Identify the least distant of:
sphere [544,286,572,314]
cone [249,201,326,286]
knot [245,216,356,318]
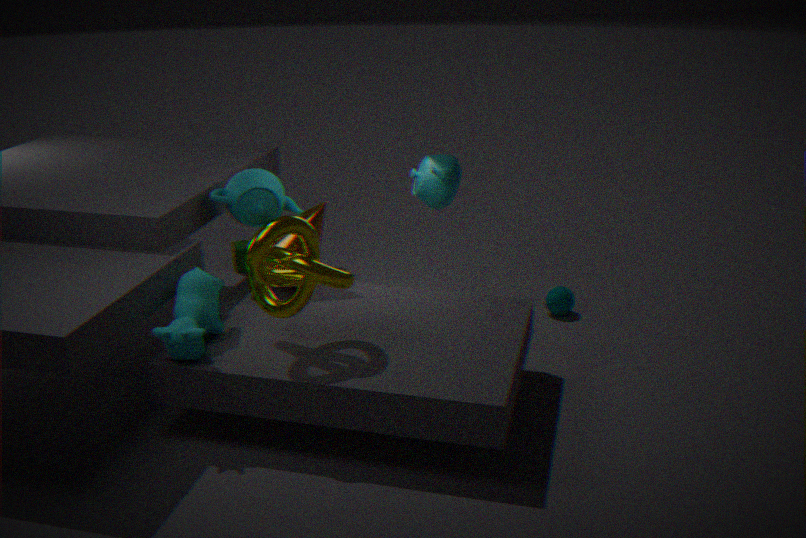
knot [245,216,356,318]
